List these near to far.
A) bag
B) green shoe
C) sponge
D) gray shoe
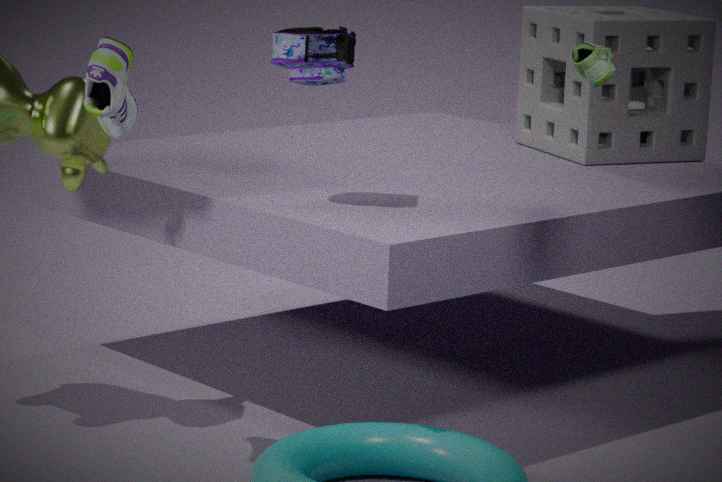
1. green shoe
2. gray shoe
3. bag
4. sponge
